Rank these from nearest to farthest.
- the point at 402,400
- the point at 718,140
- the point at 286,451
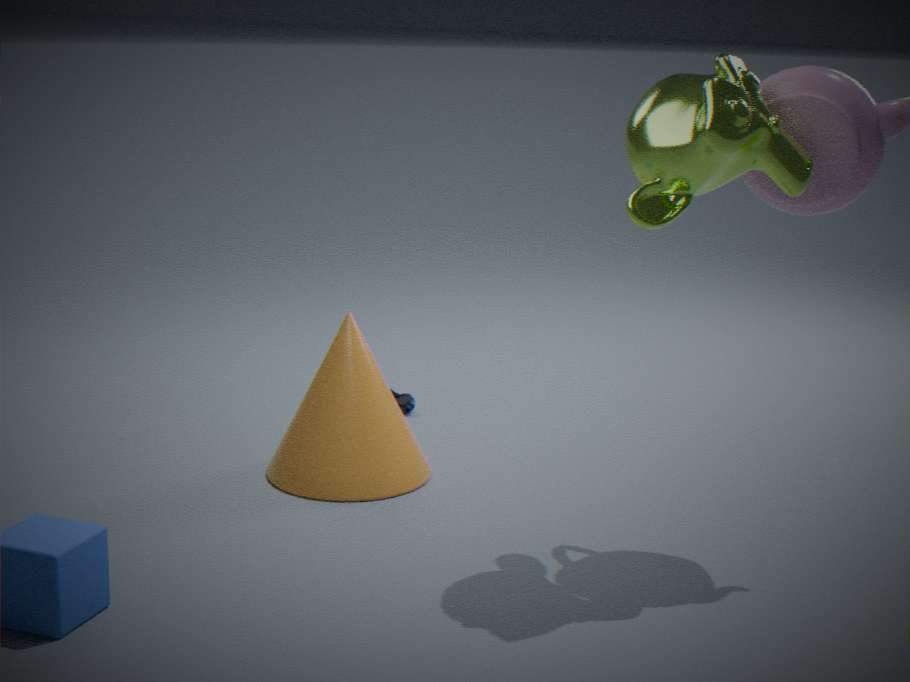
1. the point at 718,140
2. the point at 286,451
3. the point at 402,400
